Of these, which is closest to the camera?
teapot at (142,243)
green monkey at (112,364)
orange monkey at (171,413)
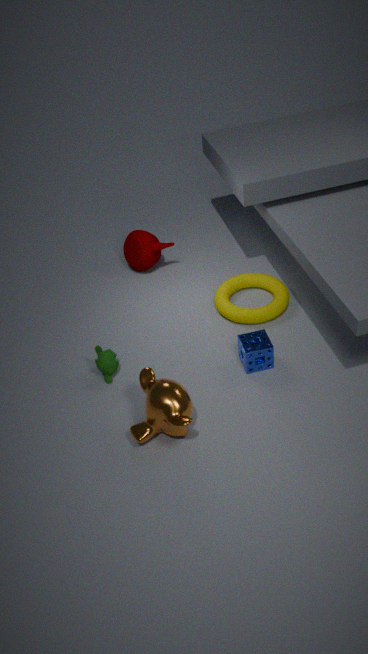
orange monkey at (171,413)
